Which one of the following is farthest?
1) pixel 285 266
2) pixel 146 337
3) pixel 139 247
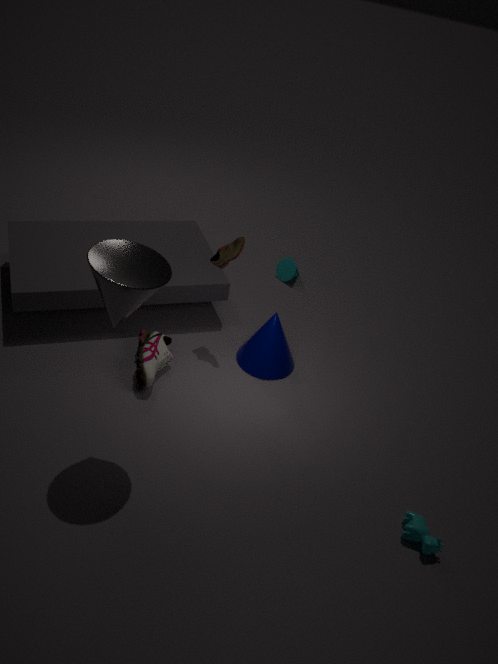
1. pixel 285 266
